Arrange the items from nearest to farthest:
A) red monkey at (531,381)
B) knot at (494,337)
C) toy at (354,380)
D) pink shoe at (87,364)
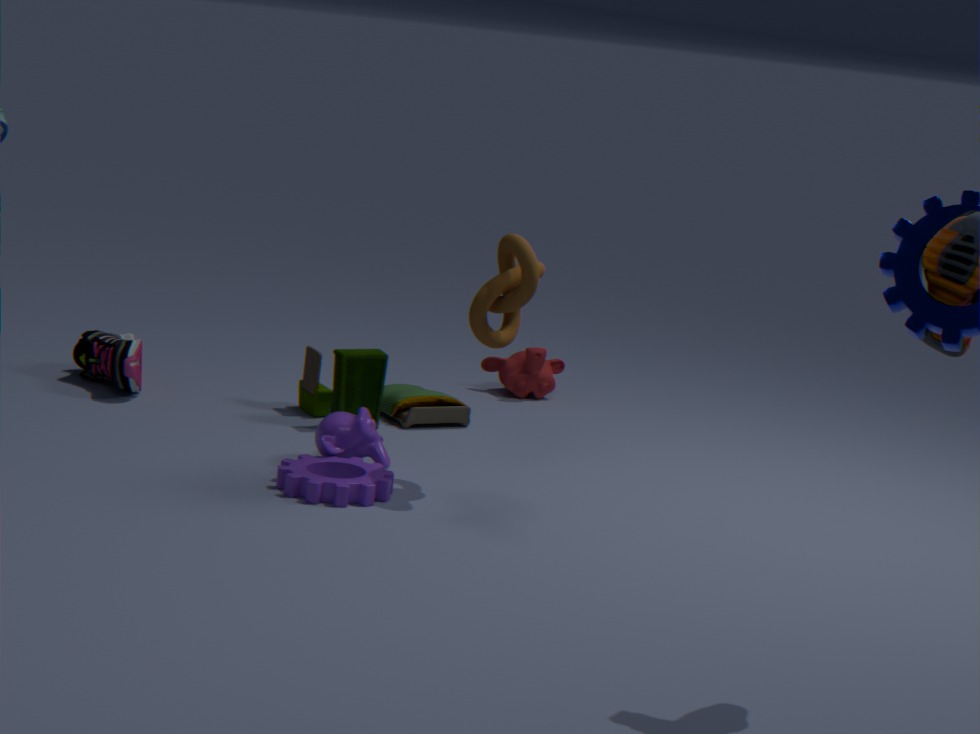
knot at (494,337)
toy at (354,380)
pink shoe at (87,364)
red monkey at (531,381)
